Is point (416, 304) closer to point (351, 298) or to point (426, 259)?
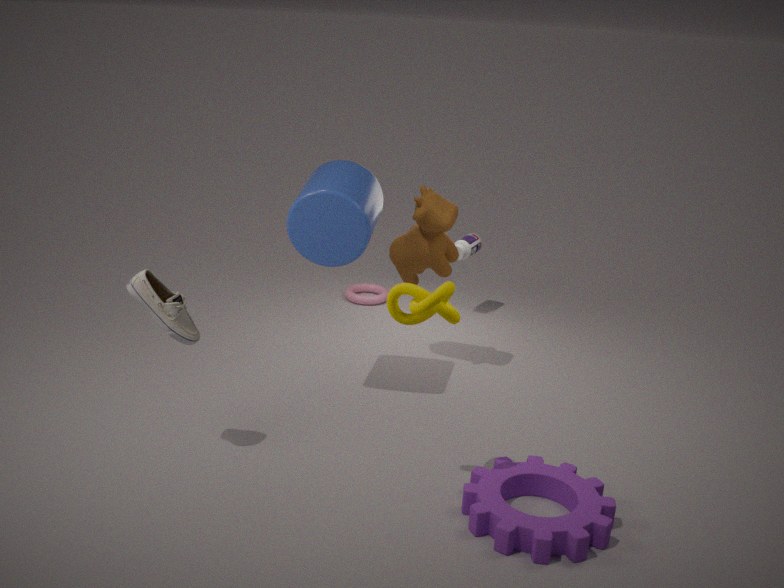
point (426, 259)
